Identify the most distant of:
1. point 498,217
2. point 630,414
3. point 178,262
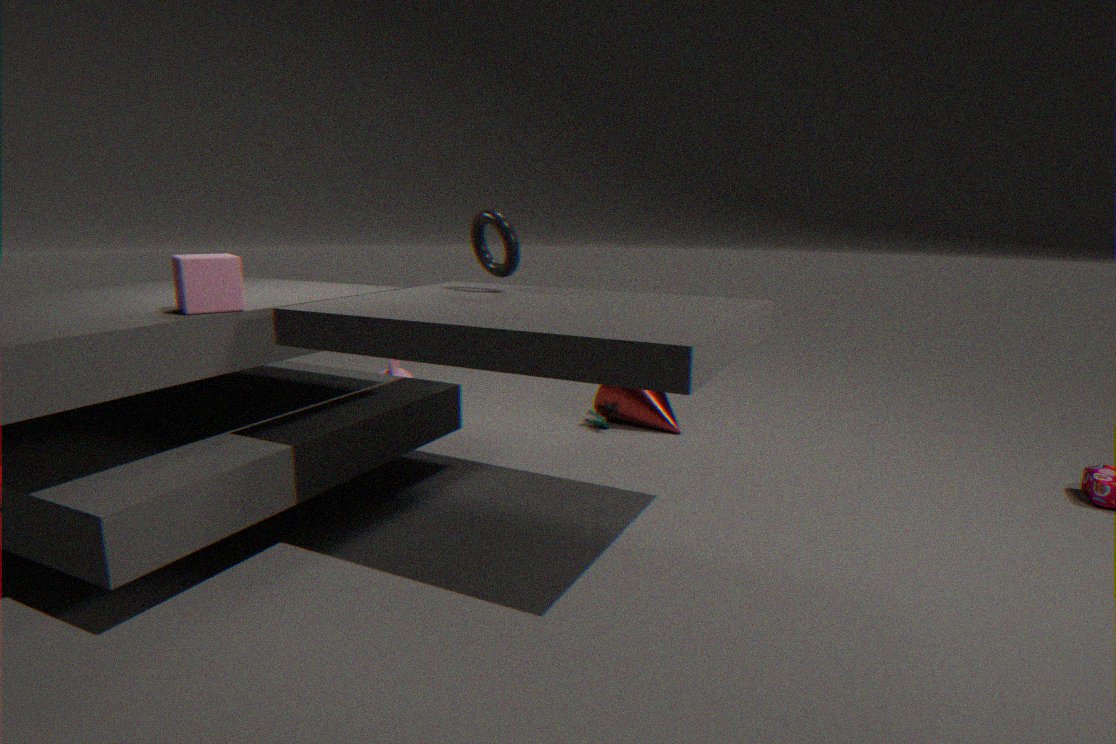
point 630,414
